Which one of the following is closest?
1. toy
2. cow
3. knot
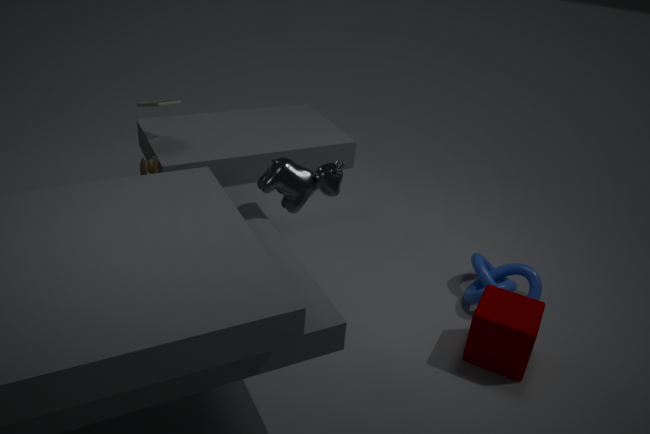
cow
